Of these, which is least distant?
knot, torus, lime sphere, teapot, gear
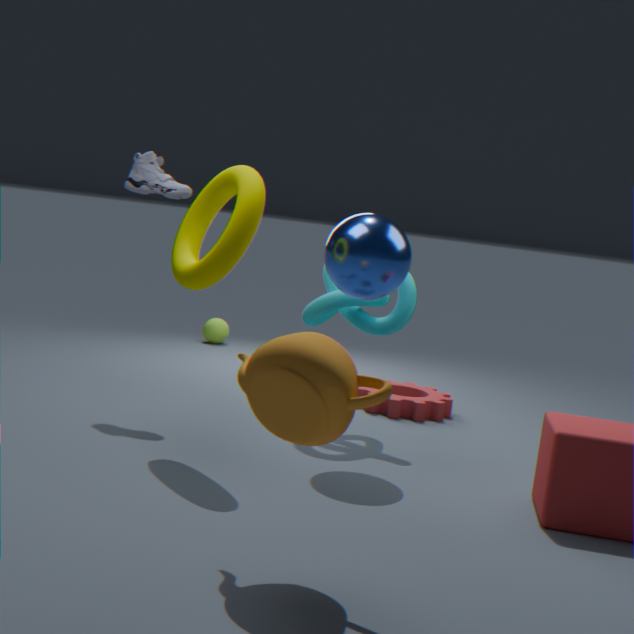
teapot
